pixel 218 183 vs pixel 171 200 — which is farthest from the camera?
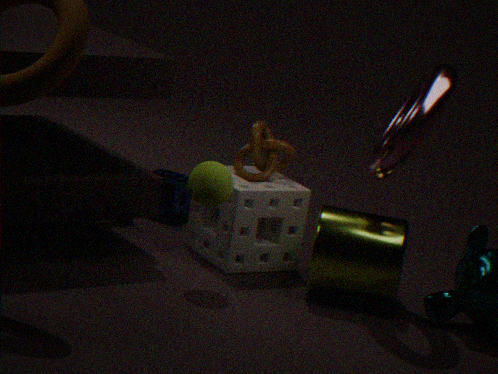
pixel 171 200
